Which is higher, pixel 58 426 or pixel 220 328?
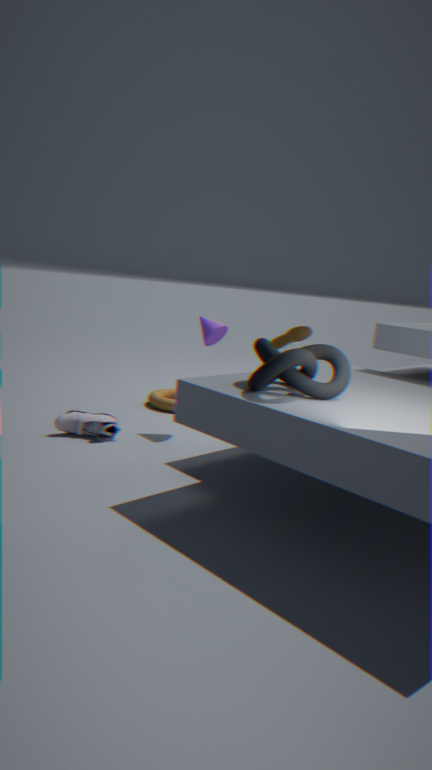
pixel 220 328
